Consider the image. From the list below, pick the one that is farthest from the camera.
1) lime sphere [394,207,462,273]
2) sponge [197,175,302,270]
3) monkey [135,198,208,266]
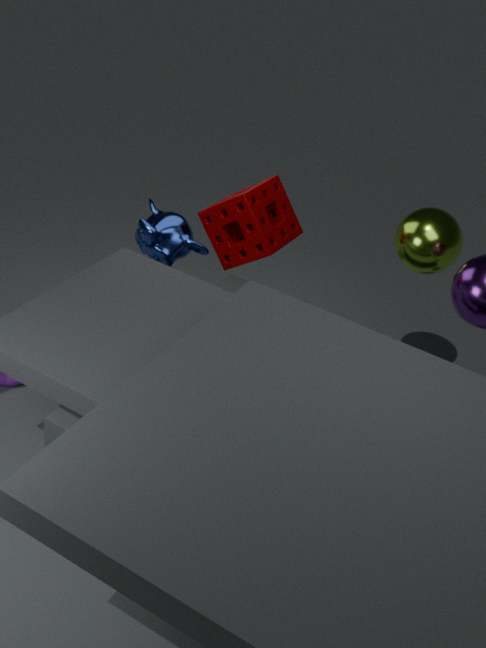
3. monkey [135,198,208,266]
